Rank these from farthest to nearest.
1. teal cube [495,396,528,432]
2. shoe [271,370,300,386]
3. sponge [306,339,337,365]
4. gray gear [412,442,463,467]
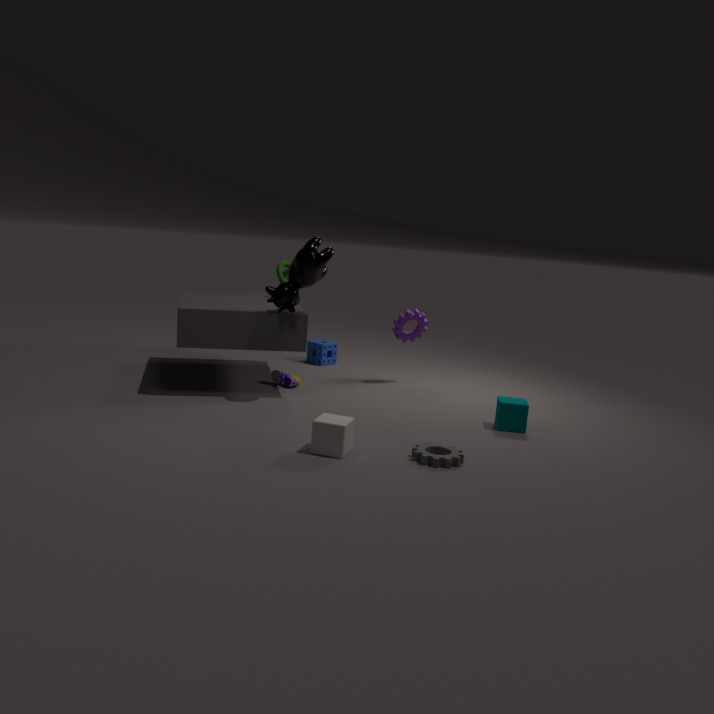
sponge [306,339,337,365] → shoe [271,370,300,386] → teal cube [495,396,528,432] → gray gear [412,442,463,467]
